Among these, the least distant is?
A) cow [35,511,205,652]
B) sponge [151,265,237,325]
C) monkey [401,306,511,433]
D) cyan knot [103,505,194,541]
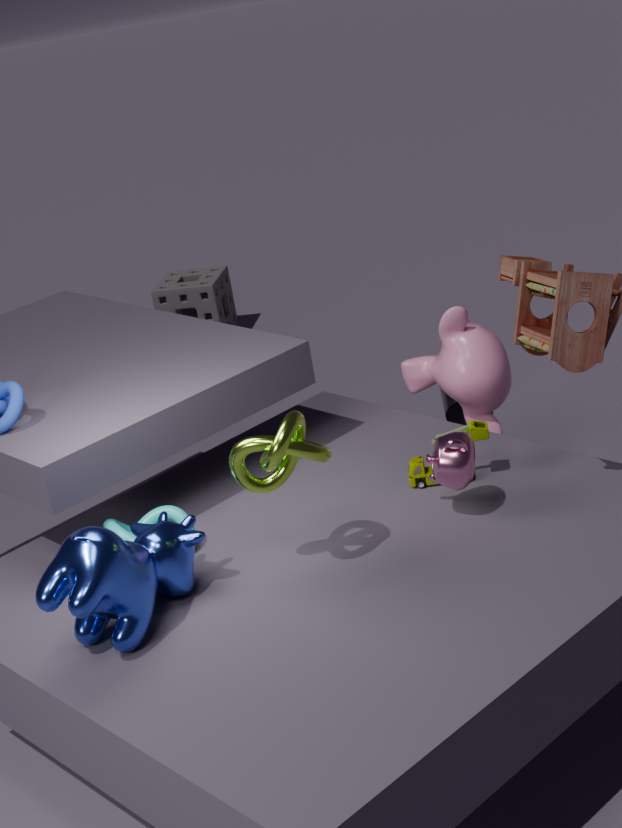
cow [35,511,205,652]
